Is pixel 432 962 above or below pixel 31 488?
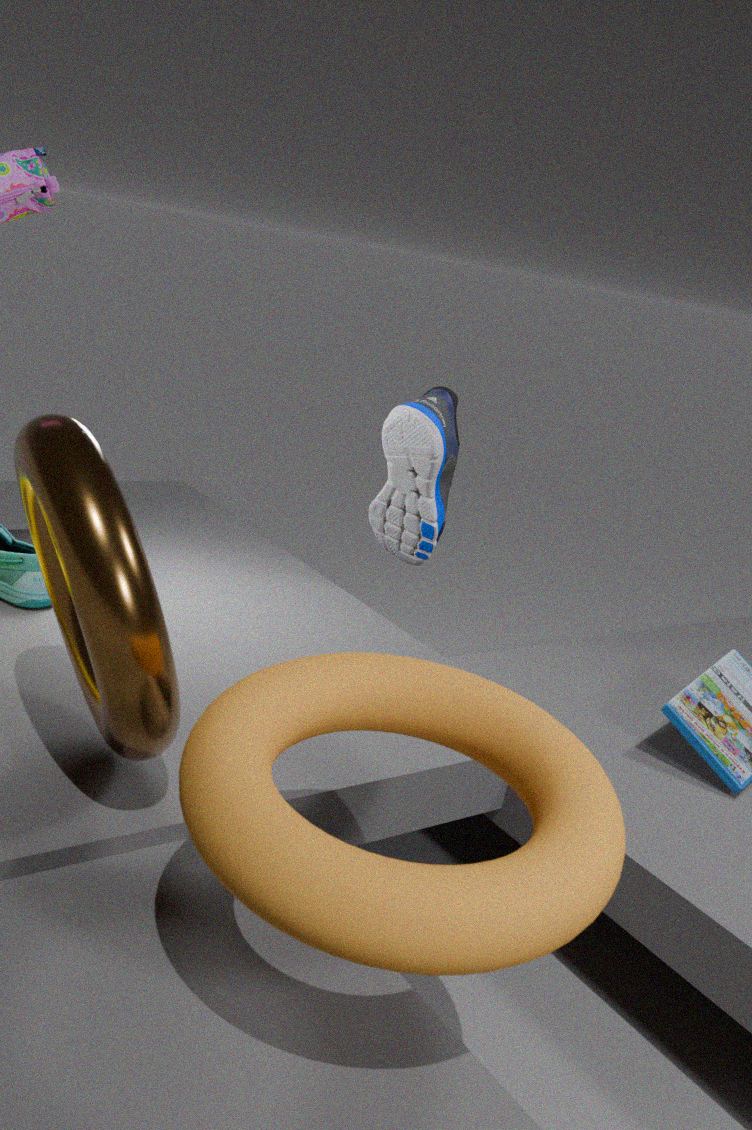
below
